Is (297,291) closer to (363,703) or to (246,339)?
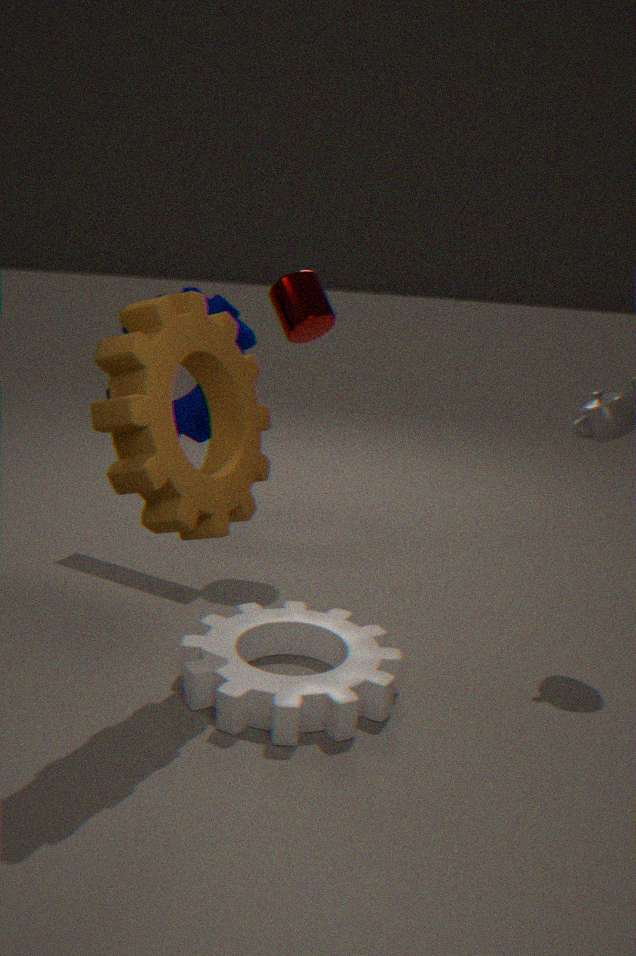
(246,339)
